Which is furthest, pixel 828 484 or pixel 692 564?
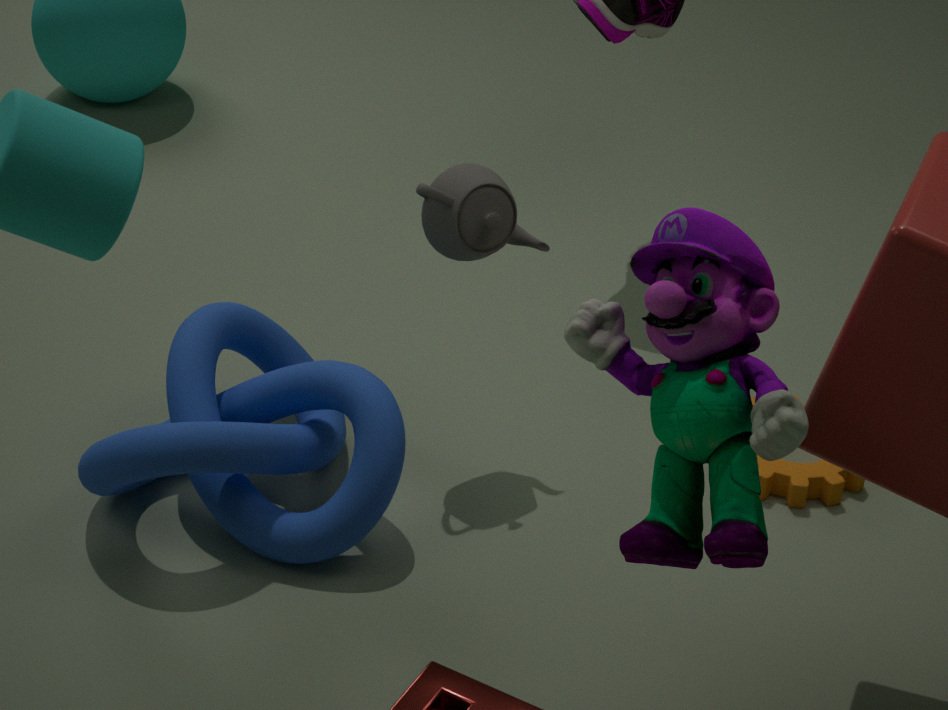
pixel 828 484
